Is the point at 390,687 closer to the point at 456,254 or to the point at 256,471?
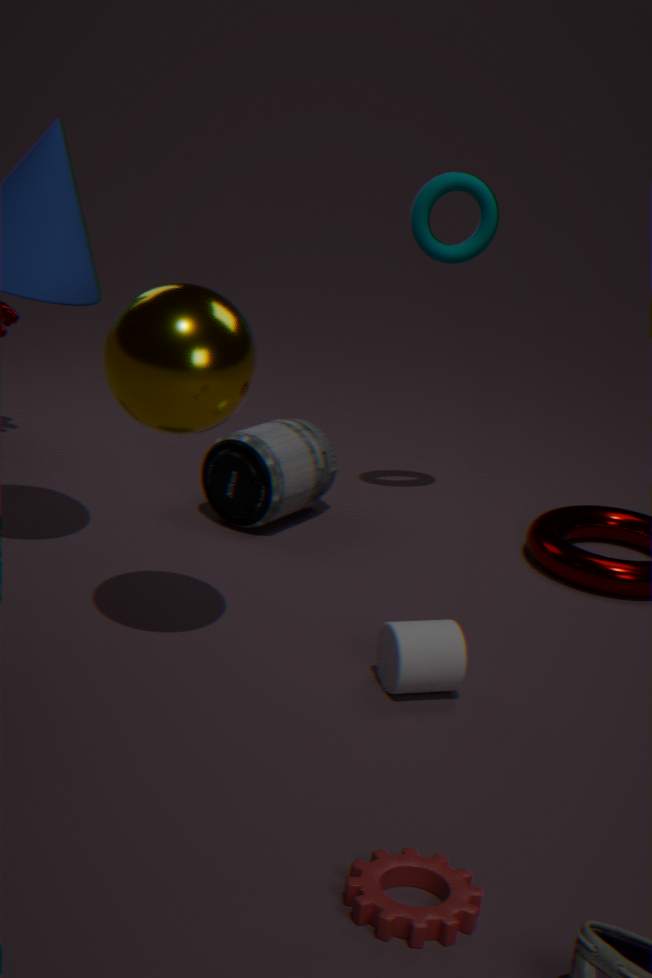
the point at 256,471
